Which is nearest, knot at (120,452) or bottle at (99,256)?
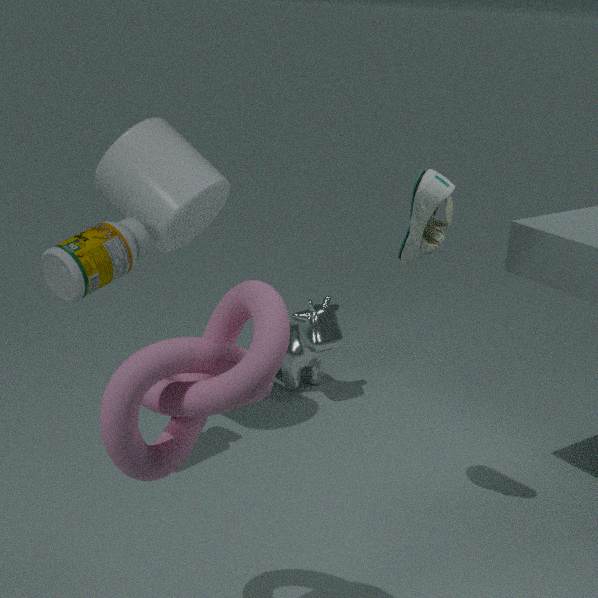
knot at (120,452)
